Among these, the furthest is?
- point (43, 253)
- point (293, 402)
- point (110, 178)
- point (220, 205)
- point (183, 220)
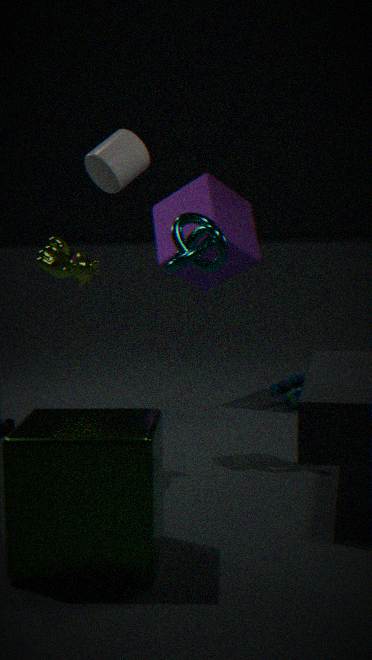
point (220, 205)
